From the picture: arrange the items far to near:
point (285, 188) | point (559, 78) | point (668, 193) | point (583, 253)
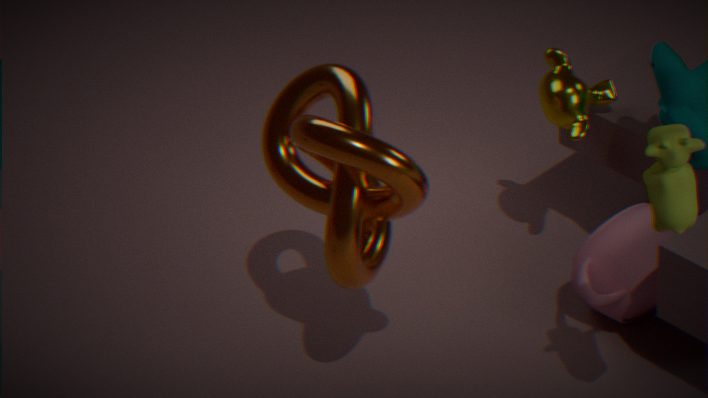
point (559, 78)
point (583, 253)
point (285, 188)
point (668, 193)
